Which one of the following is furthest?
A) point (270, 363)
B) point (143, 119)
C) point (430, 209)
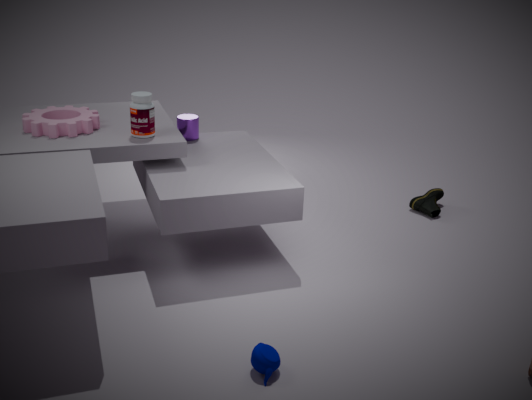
point (430, 209)
